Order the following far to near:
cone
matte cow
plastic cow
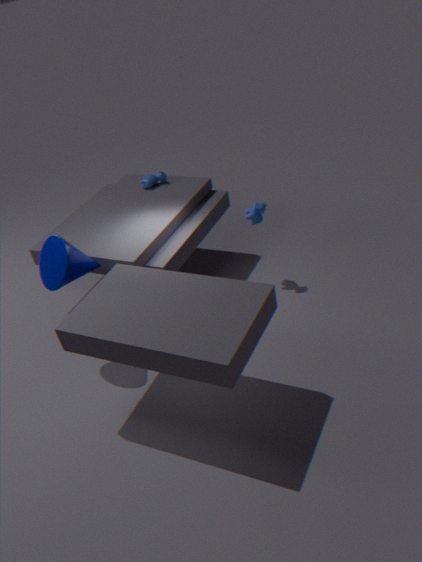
plastic cow < matte cow < cone
